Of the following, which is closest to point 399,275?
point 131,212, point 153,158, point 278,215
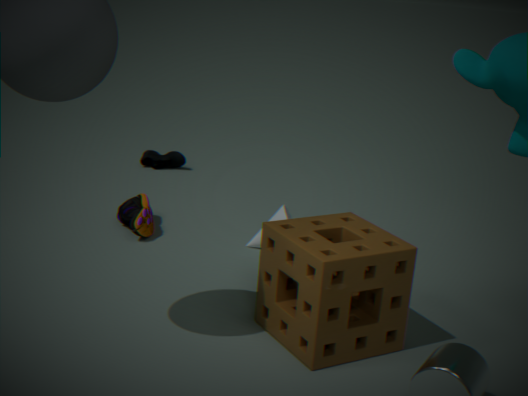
point 278,215
